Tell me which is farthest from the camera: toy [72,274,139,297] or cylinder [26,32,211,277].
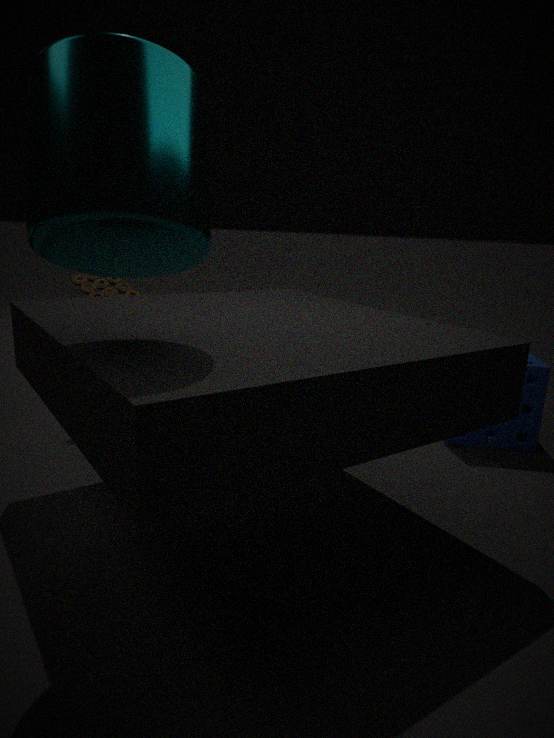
toy [72,274,139,297]
